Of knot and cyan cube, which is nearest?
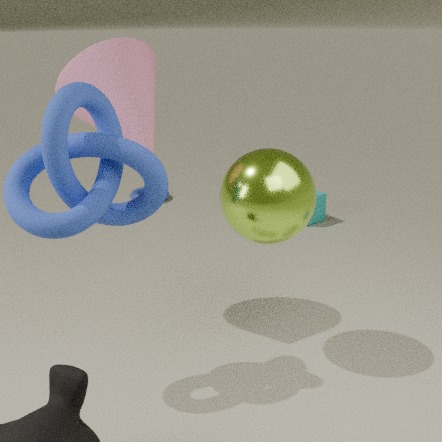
knot
